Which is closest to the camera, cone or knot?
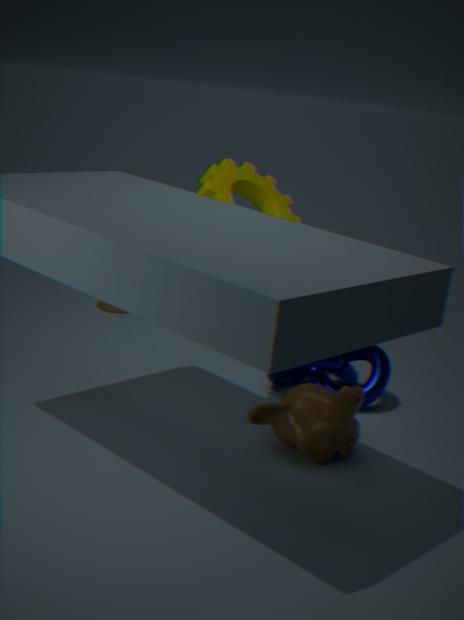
knot
